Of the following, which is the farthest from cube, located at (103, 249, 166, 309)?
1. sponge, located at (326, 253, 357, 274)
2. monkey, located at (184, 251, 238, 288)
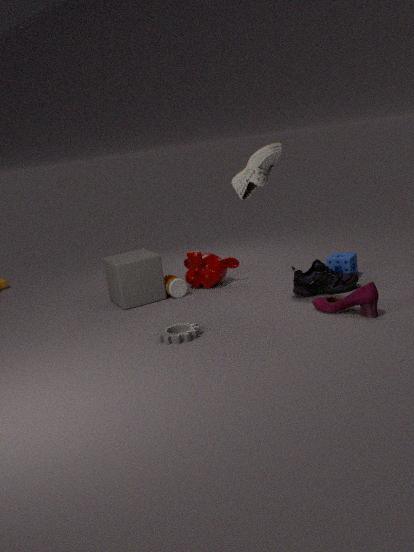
sponge, located at (326, 253, 357, 274)
